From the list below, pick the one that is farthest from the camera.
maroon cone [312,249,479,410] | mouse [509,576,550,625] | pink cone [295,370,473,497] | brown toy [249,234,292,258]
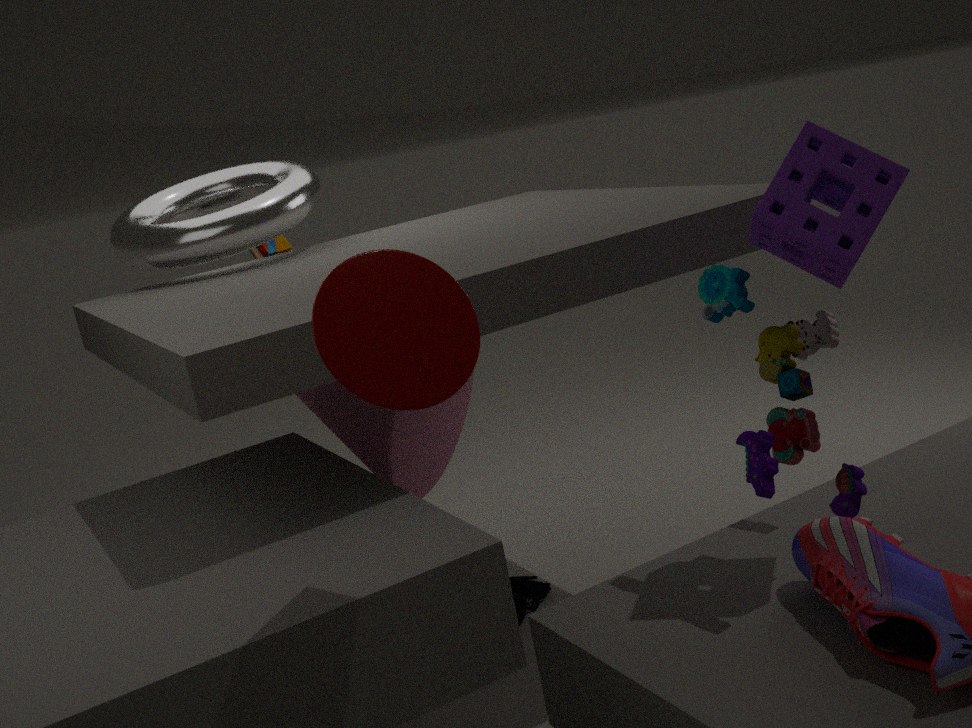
brown toy [249,234,292,258]
